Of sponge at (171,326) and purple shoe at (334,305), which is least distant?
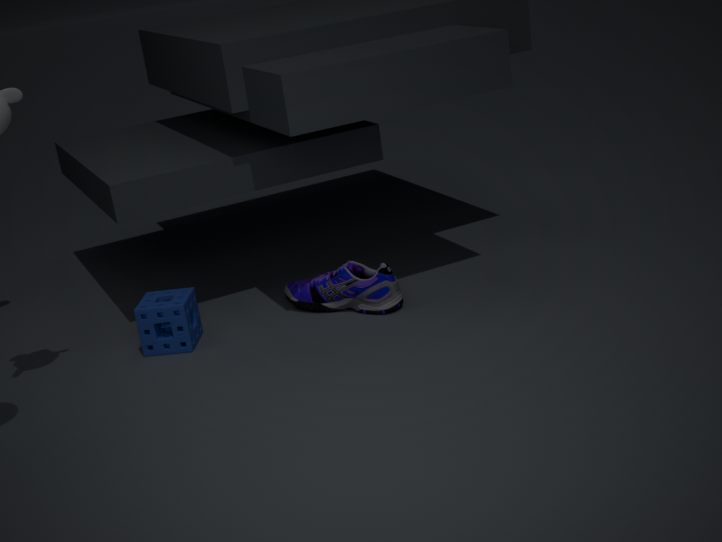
sponge at (171,326)
